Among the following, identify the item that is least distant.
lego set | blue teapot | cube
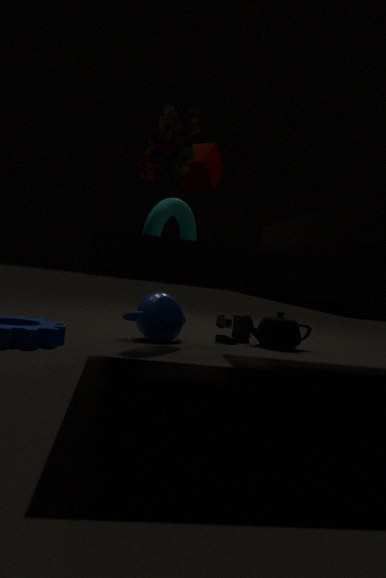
lego set
